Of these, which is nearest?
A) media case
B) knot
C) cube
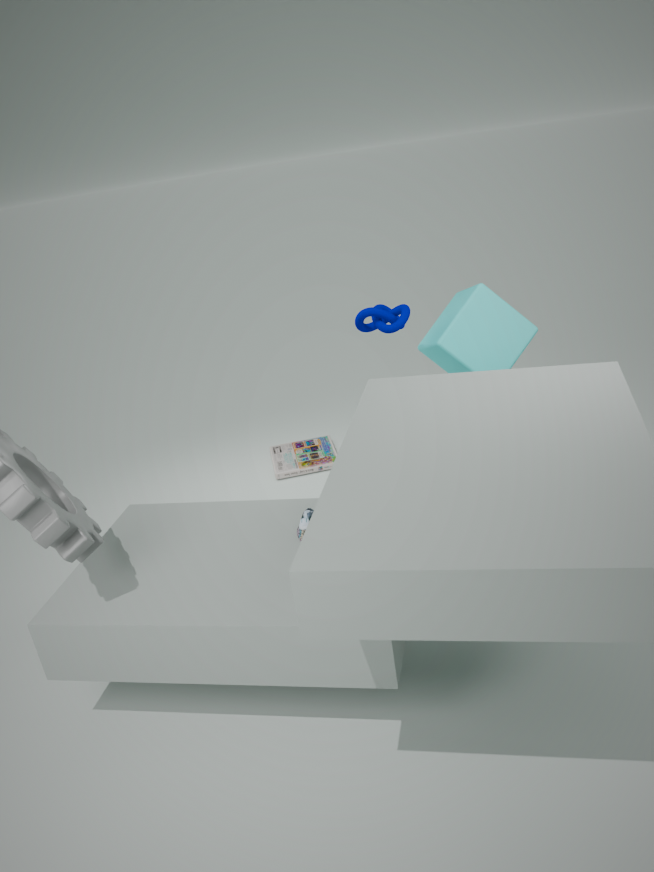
cube
